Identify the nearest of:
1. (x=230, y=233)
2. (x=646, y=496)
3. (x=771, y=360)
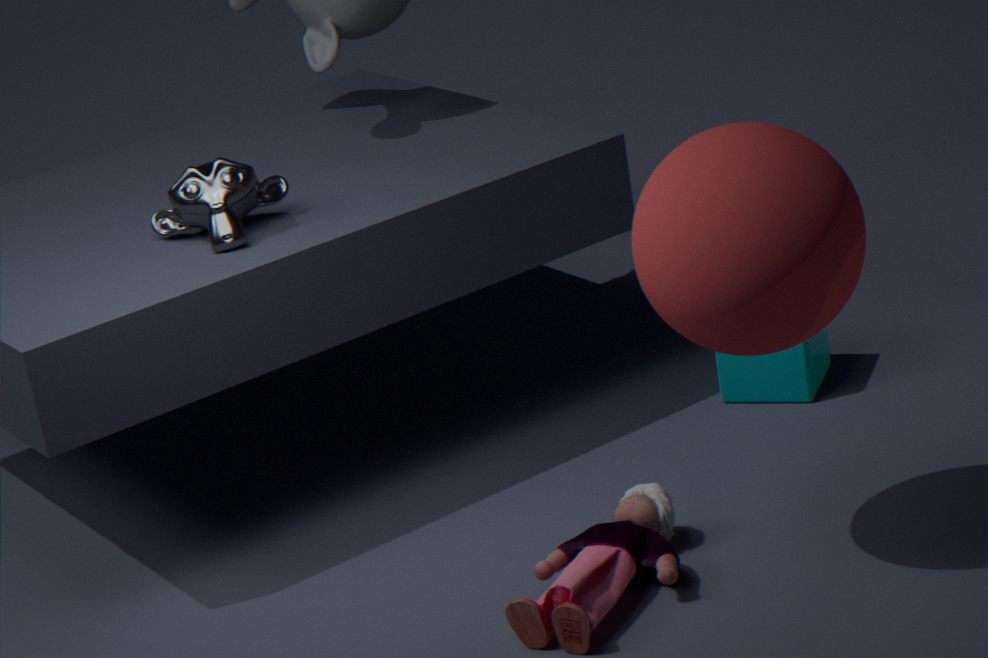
(x=646, y=496)
